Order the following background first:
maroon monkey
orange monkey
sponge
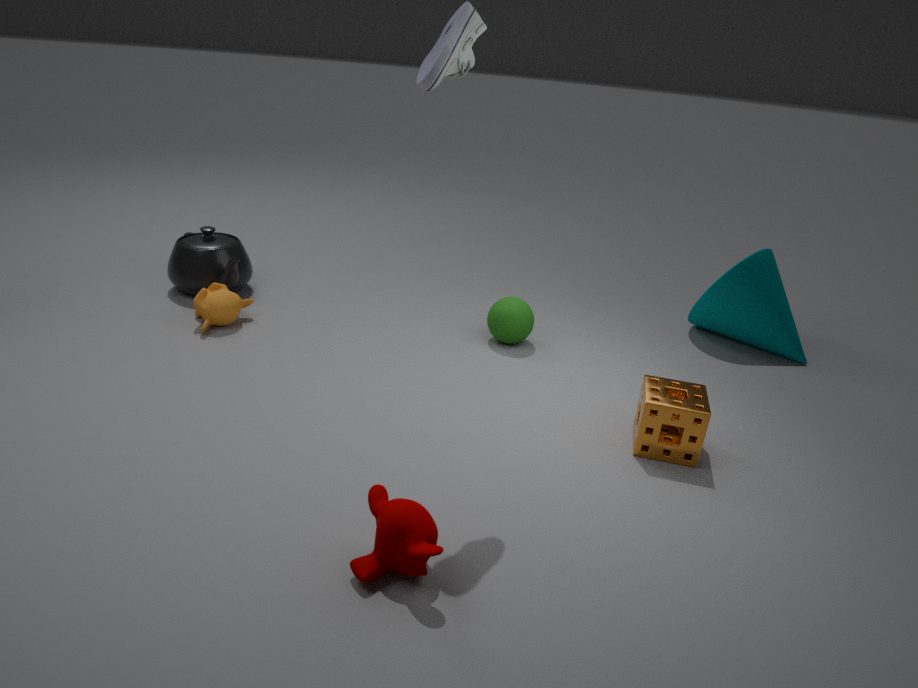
orange monkey
sponge
maroon monkey
